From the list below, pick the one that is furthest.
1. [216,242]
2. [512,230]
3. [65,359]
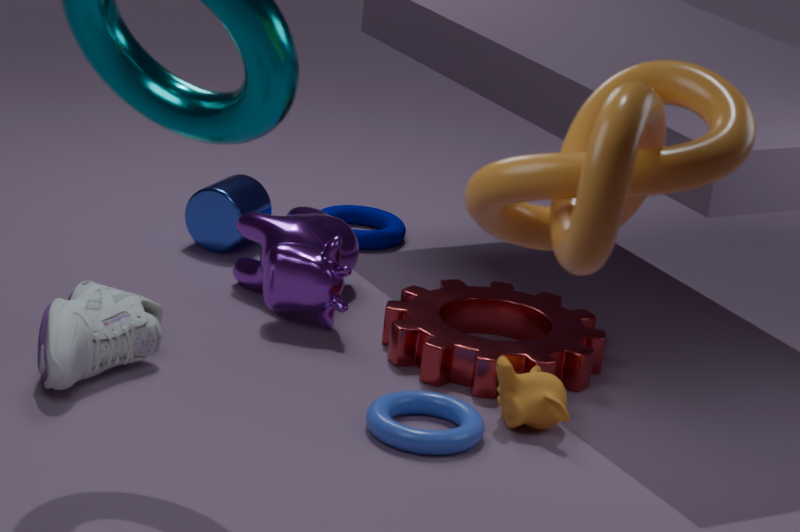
[216,242]
